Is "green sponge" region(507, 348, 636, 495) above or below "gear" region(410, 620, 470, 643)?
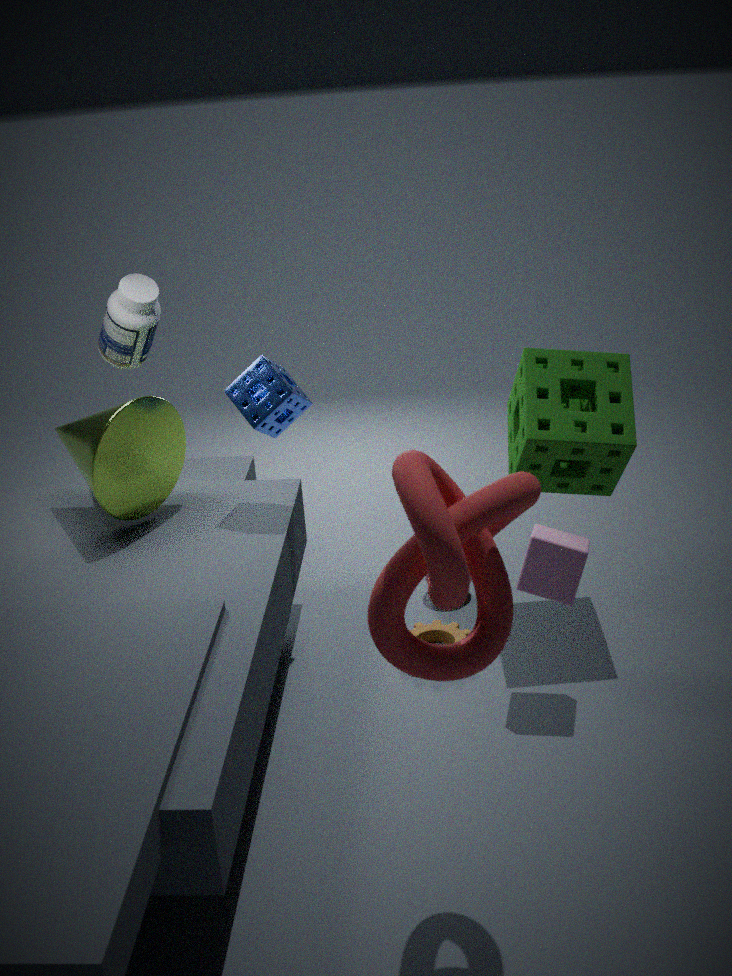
above
